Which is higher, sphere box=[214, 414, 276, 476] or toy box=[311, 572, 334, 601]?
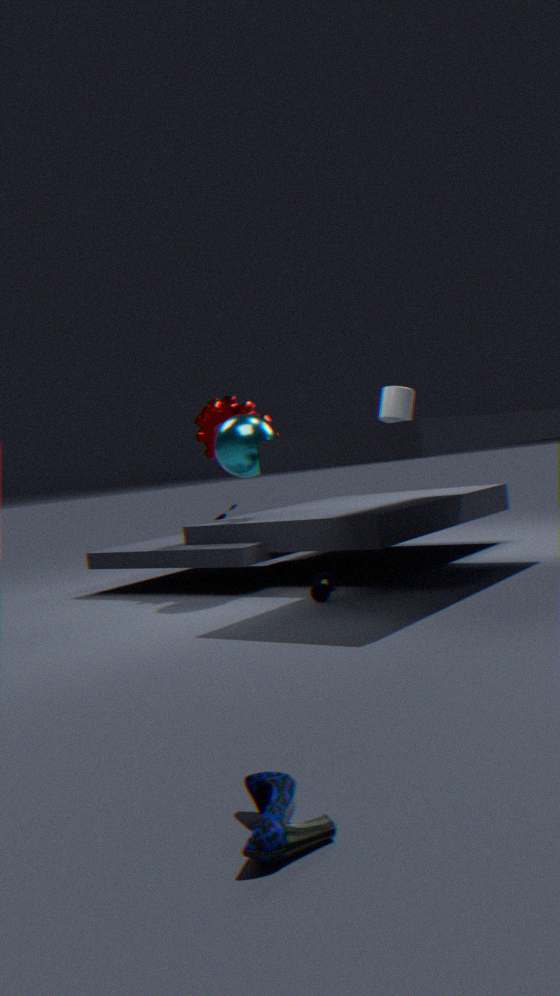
sphere box=[214, 414, 276, 476]
